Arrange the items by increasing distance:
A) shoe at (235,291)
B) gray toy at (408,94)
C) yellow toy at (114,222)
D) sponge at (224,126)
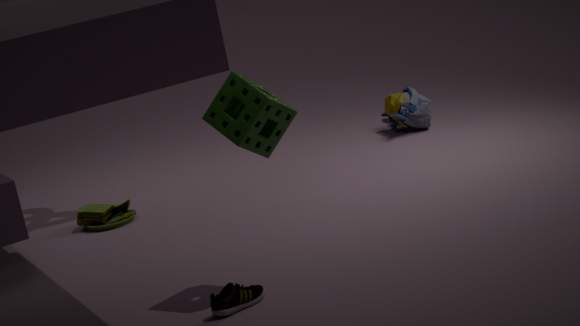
shoe at (235,291)
sponge at (224,126)
yellow toy at (114,222)
gray toy at (408,94)
